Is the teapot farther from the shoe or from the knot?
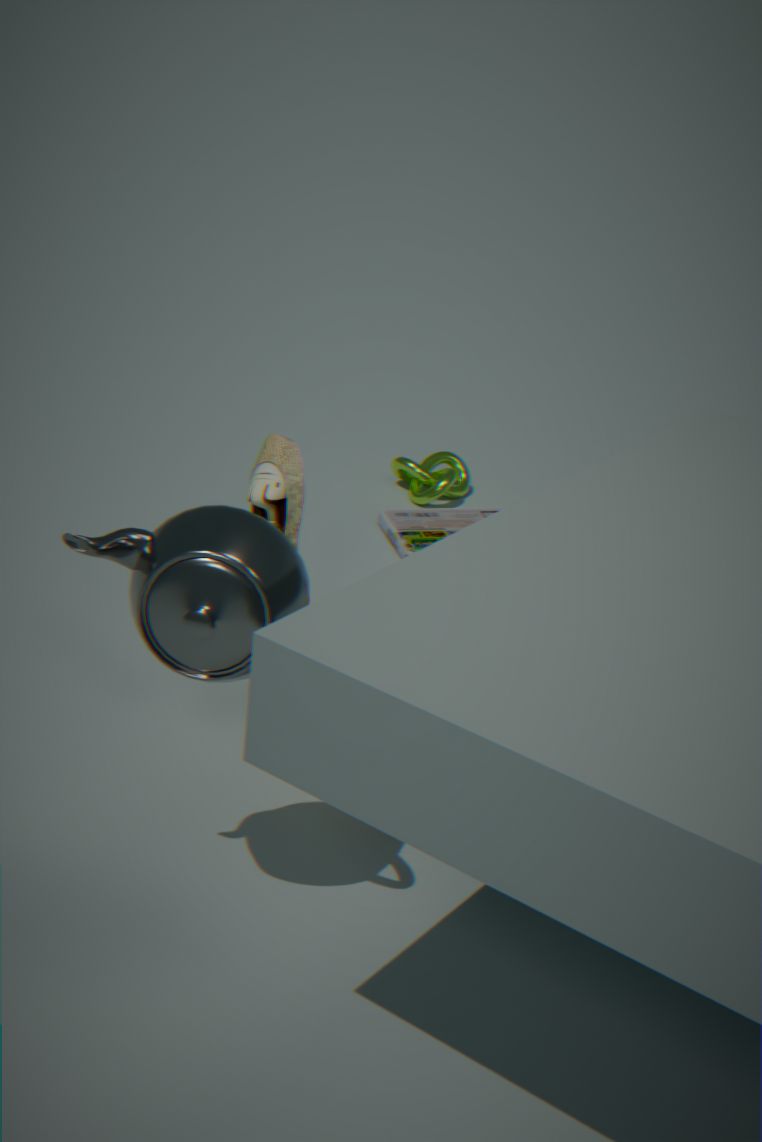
the knot
